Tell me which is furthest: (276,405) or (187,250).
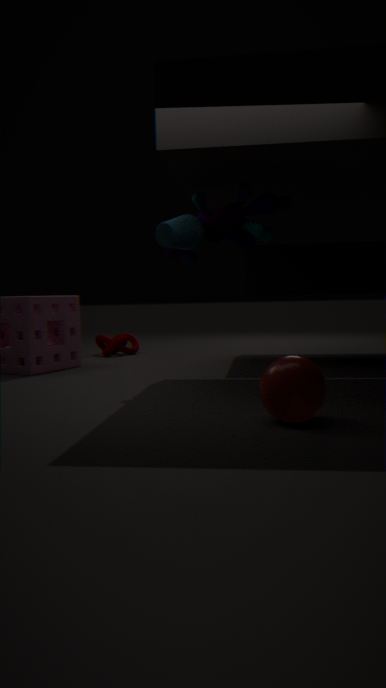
(187,250)
